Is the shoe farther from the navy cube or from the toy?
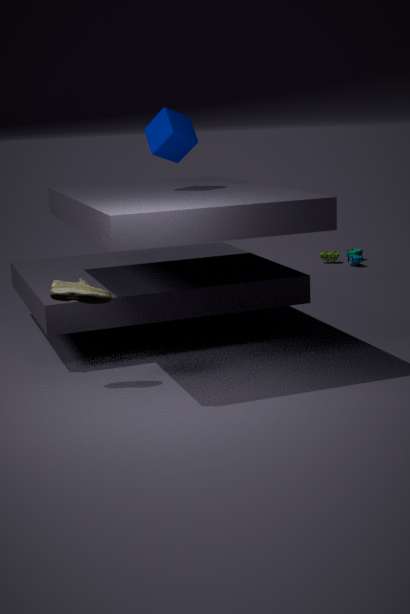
the toy
